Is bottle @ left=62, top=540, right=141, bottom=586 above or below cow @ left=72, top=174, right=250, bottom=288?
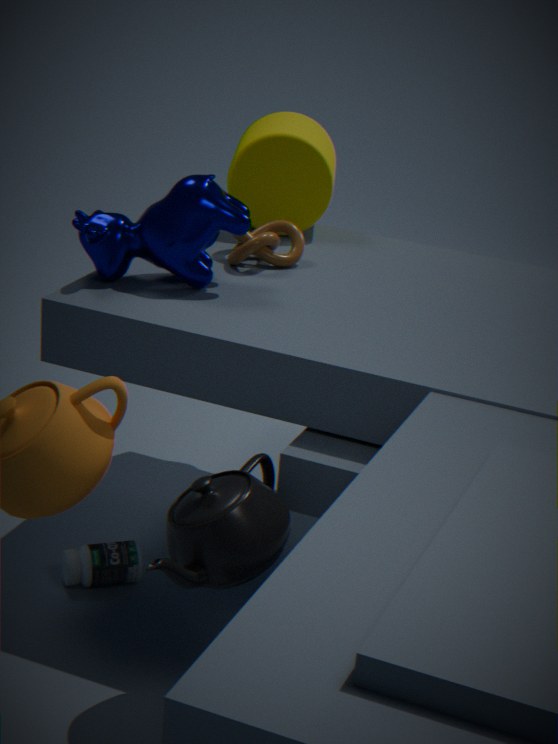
below
